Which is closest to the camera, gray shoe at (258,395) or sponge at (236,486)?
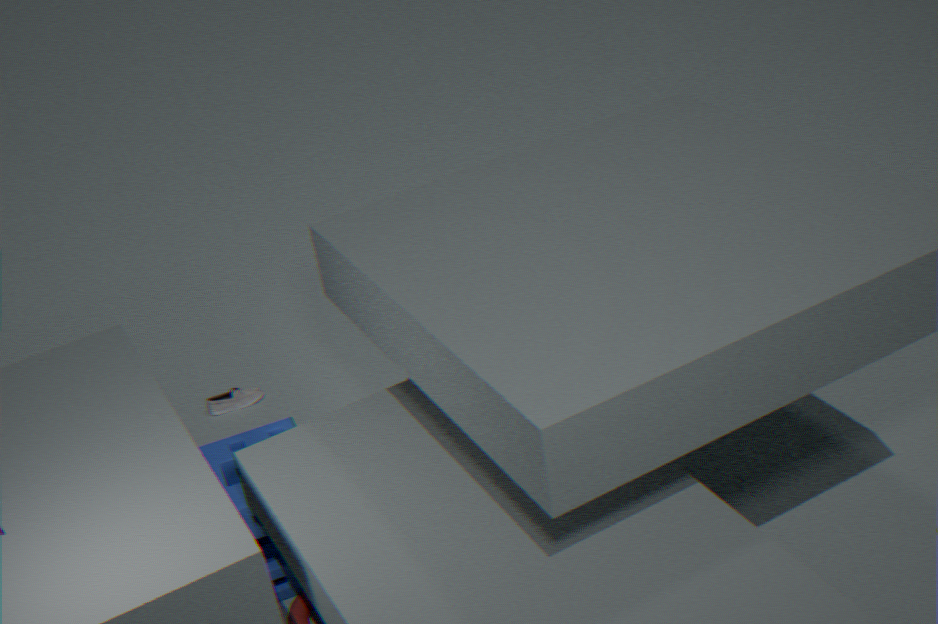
sponge at (236,486)
